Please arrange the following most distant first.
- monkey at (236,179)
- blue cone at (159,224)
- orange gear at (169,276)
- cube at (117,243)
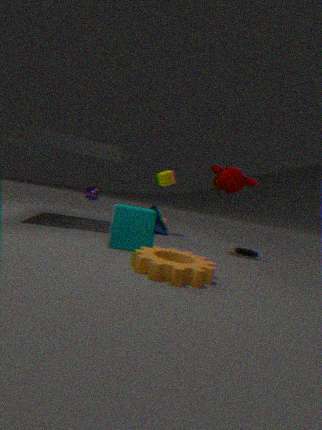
blue cone at (159,224) < monkey at (236,179) < cube at (117,243) < orange gear at (169,276)
